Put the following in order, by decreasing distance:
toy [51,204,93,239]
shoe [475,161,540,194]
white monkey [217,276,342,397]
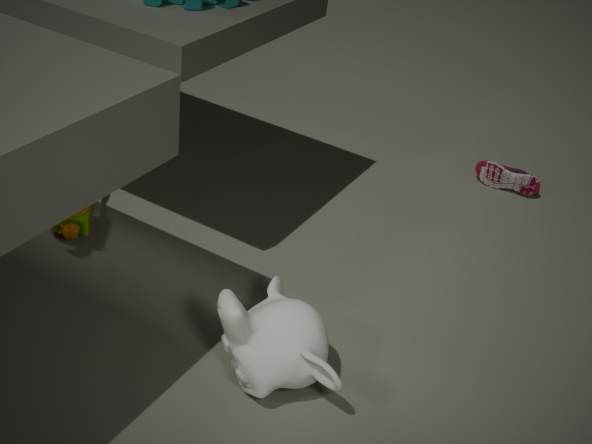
shoe [475,161,540,194] → toy [51,204,93,239] → white monkey [217,276,342,397]
